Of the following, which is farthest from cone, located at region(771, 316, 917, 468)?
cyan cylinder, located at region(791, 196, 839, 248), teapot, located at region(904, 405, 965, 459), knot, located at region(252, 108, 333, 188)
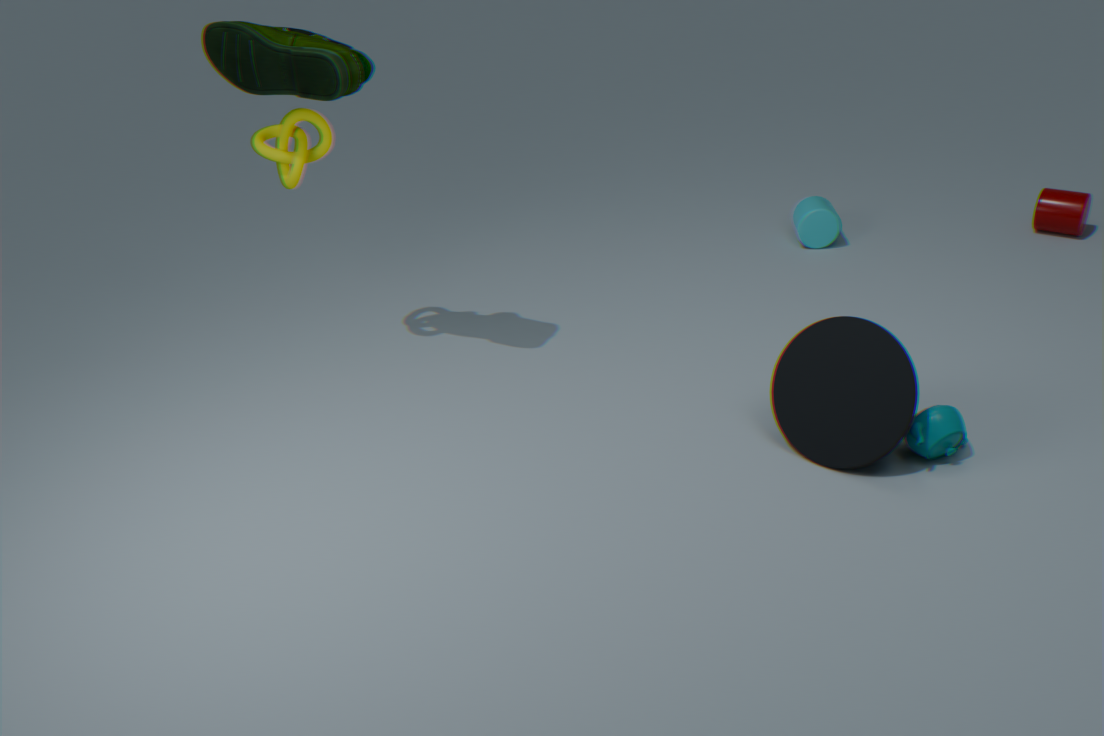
knot, located at region(252, 108, 333, 188)
